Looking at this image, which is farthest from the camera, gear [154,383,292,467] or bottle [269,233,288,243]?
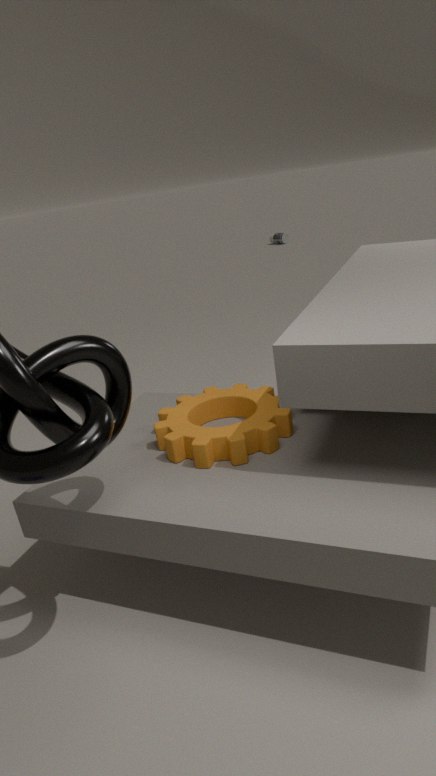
bottle [269,233,288,243]
